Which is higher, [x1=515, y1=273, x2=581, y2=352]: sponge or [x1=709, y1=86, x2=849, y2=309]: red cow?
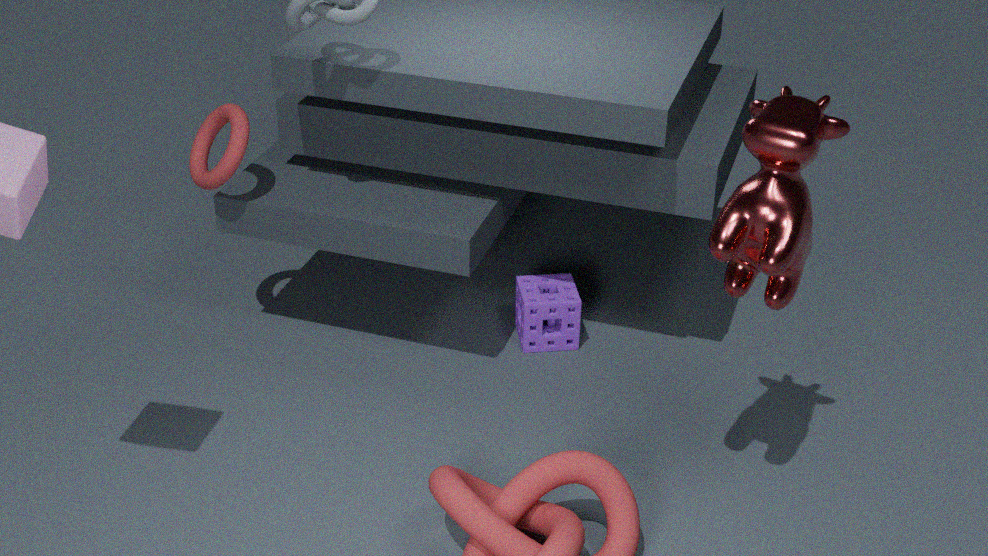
[x1=709, y1=86, x2=849, y2=309]: red cow
